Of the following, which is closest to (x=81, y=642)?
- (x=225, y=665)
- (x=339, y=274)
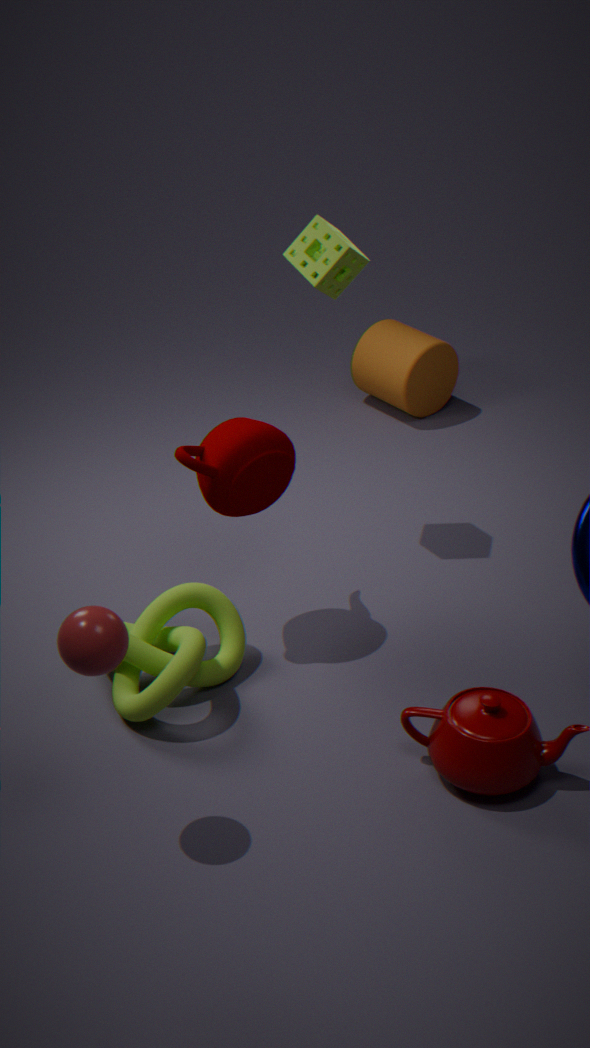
(x=225, y=665)
